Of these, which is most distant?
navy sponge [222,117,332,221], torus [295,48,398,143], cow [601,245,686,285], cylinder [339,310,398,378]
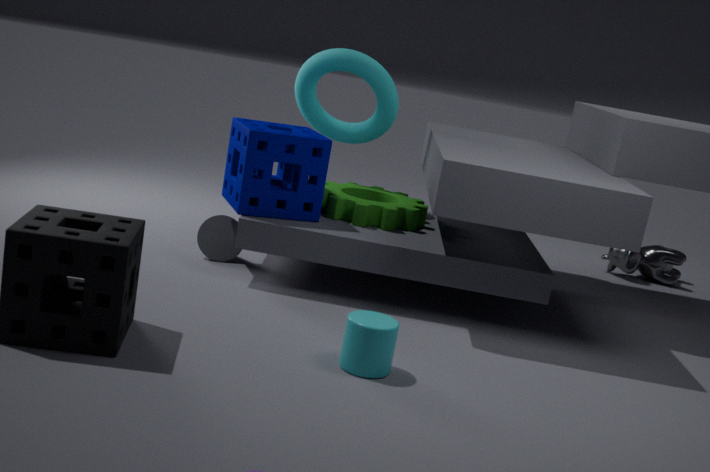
cow [601,245,686,285]
